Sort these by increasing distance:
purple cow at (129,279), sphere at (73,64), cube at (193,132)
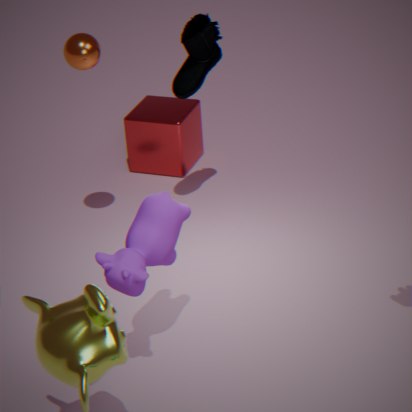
purple cow at (129,279) < sphere at (73,64) < cube at (193,132)
